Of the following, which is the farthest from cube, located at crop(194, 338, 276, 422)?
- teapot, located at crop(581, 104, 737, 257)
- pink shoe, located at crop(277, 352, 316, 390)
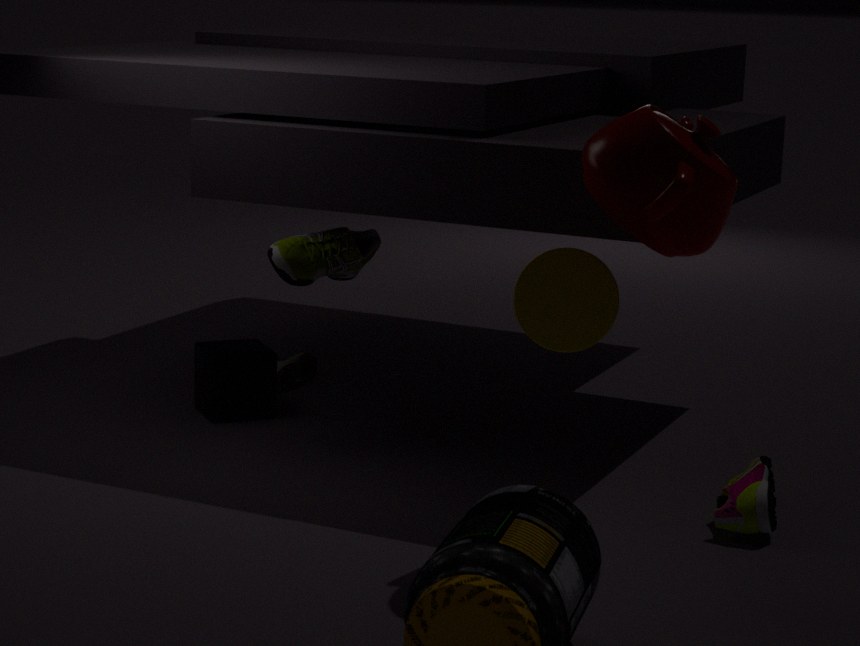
teapot, located at crop(581, 104, 737, 257)
